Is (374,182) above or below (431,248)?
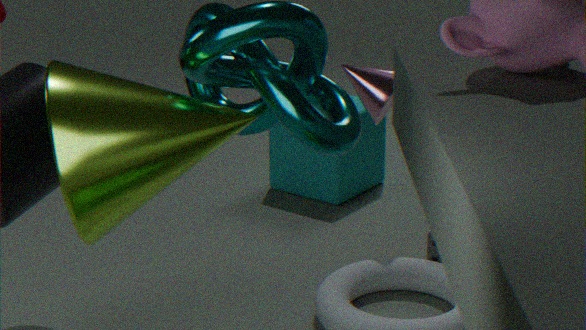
above
